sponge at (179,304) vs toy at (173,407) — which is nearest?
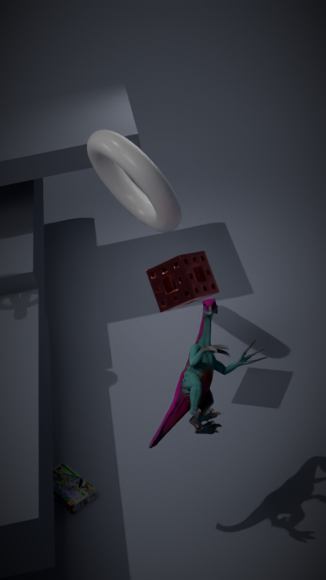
toy at (173,407)
